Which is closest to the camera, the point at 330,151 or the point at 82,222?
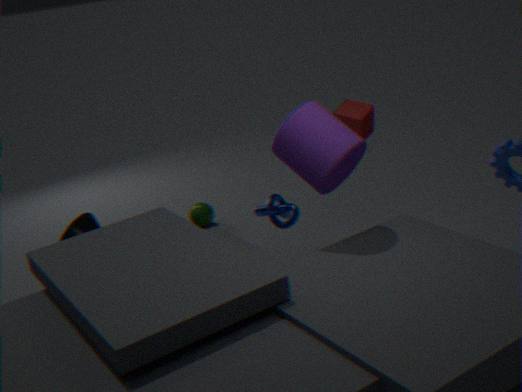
the point at 330,151
